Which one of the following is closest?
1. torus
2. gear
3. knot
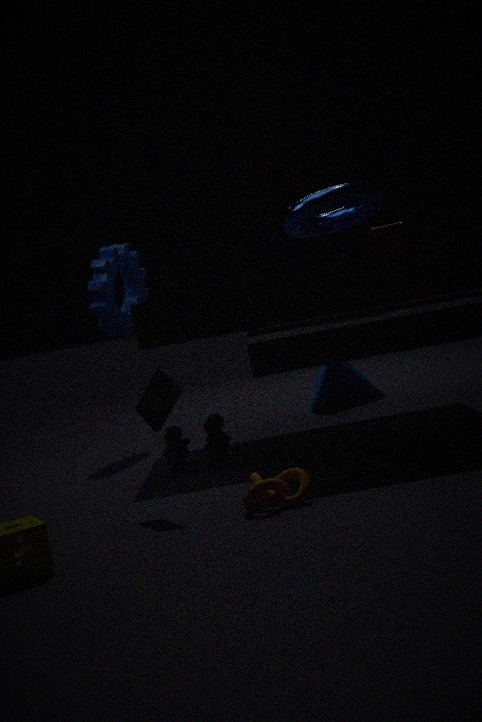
knot
